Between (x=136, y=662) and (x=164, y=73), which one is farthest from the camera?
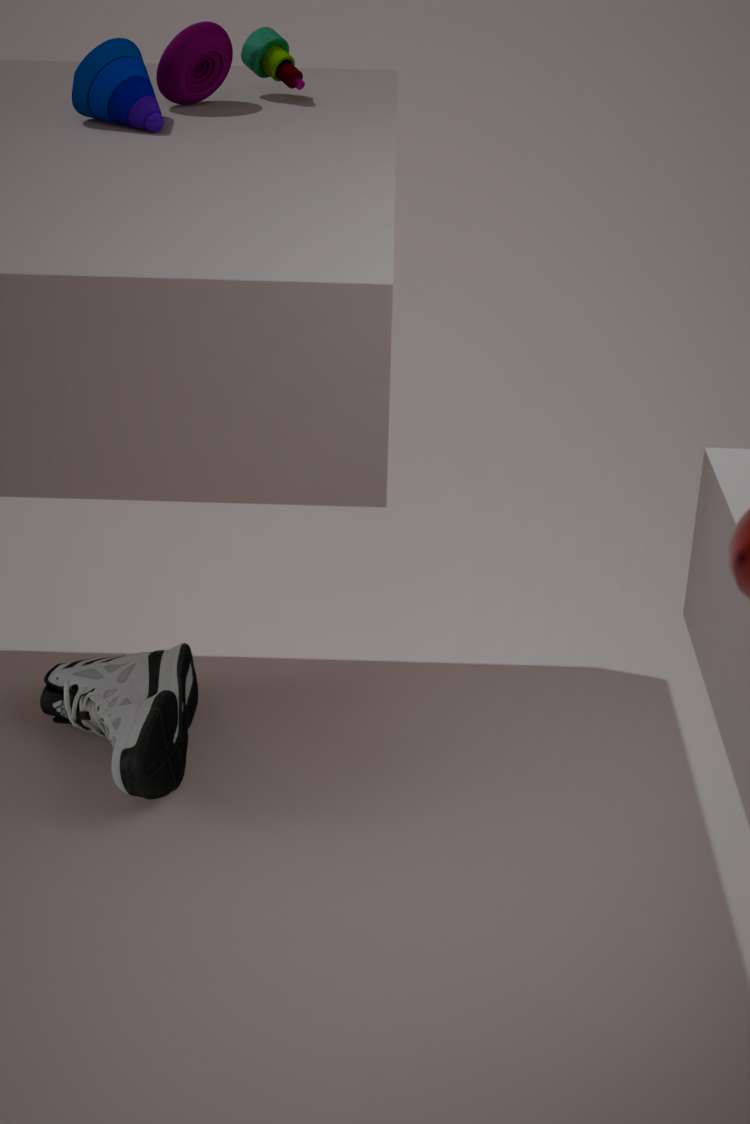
(x=136, y=662)
